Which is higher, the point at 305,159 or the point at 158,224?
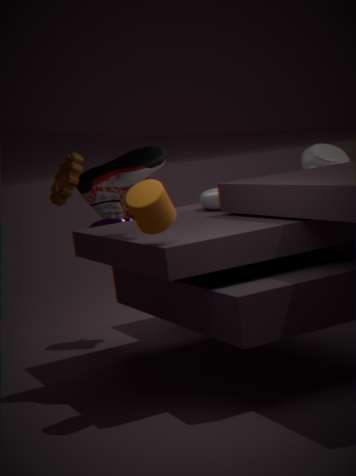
the point at 158,224
